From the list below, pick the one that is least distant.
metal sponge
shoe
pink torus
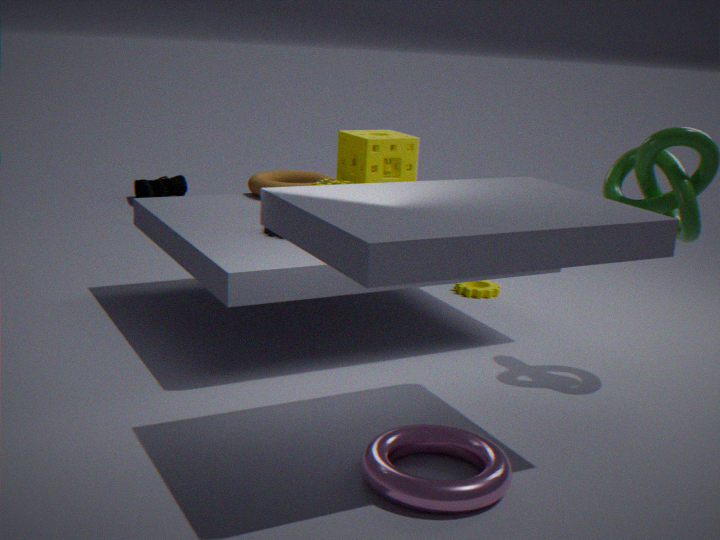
pink torus
